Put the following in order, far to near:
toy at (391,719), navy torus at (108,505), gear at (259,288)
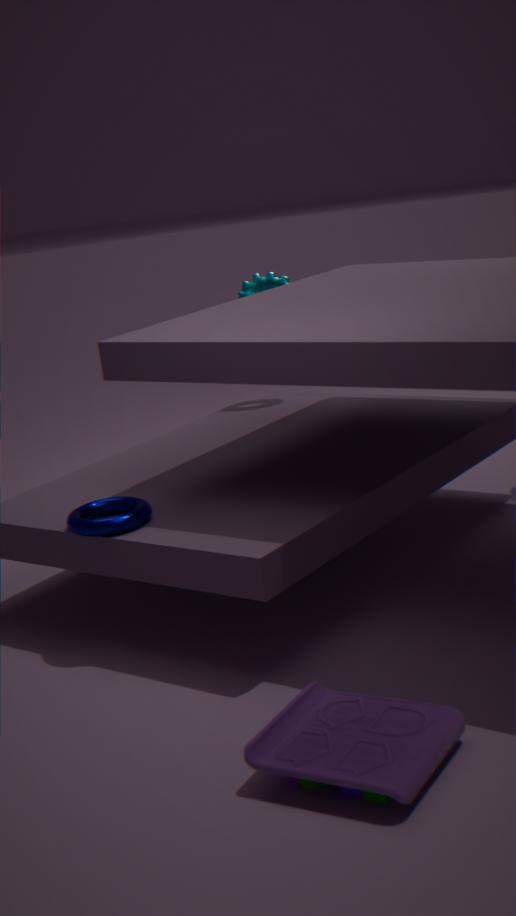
gear at (259,288), navy torus at (108,505), toy at (391,719)
